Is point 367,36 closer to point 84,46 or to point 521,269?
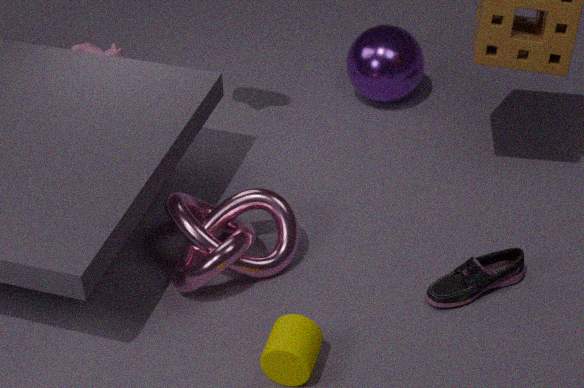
point 521,269
